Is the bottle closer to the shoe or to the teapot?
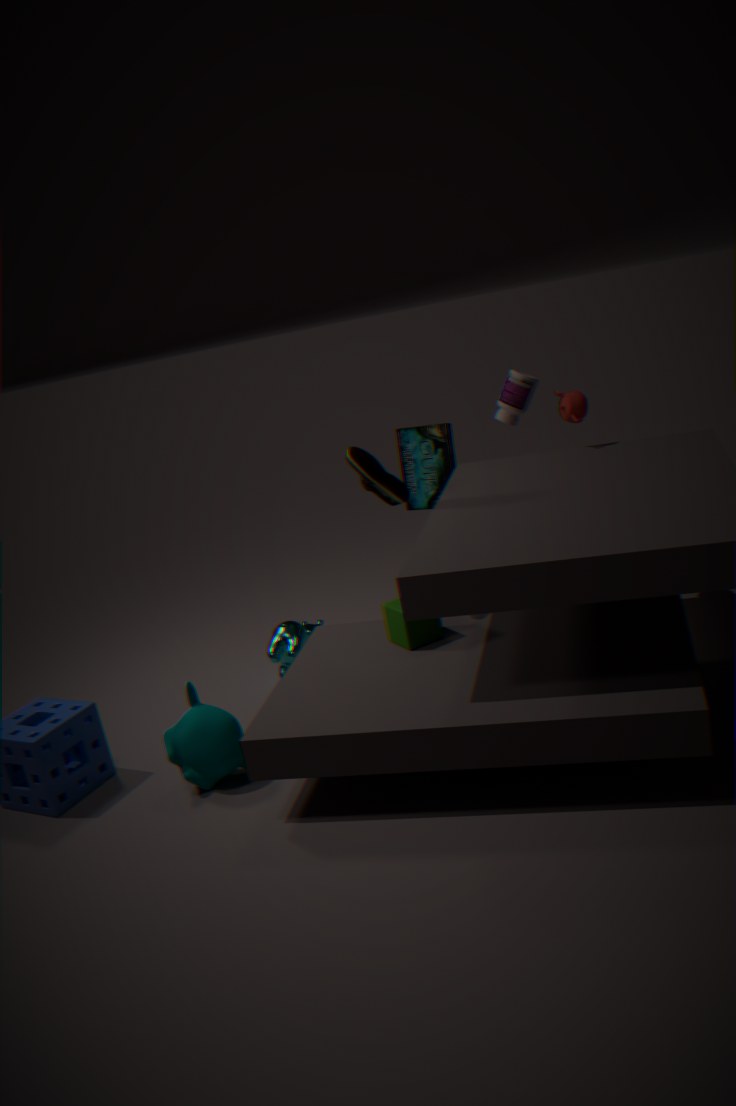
the teapot
